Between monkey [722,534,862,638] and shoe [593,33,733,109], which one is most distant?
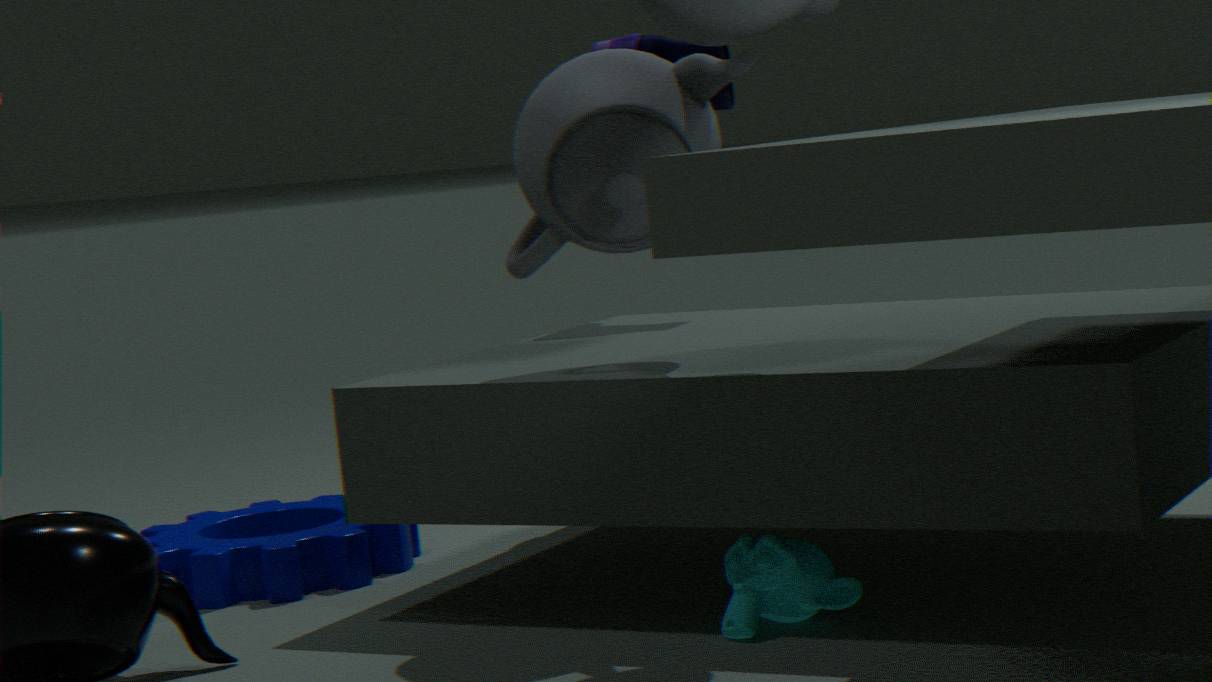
shoe [593,33,733,109]
